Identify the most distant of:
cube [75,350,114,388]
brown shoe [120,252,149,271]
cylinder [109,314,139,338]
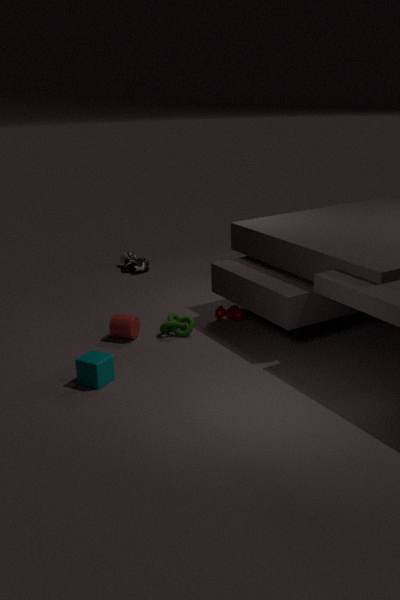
brown shoe [120,252,149,271]
